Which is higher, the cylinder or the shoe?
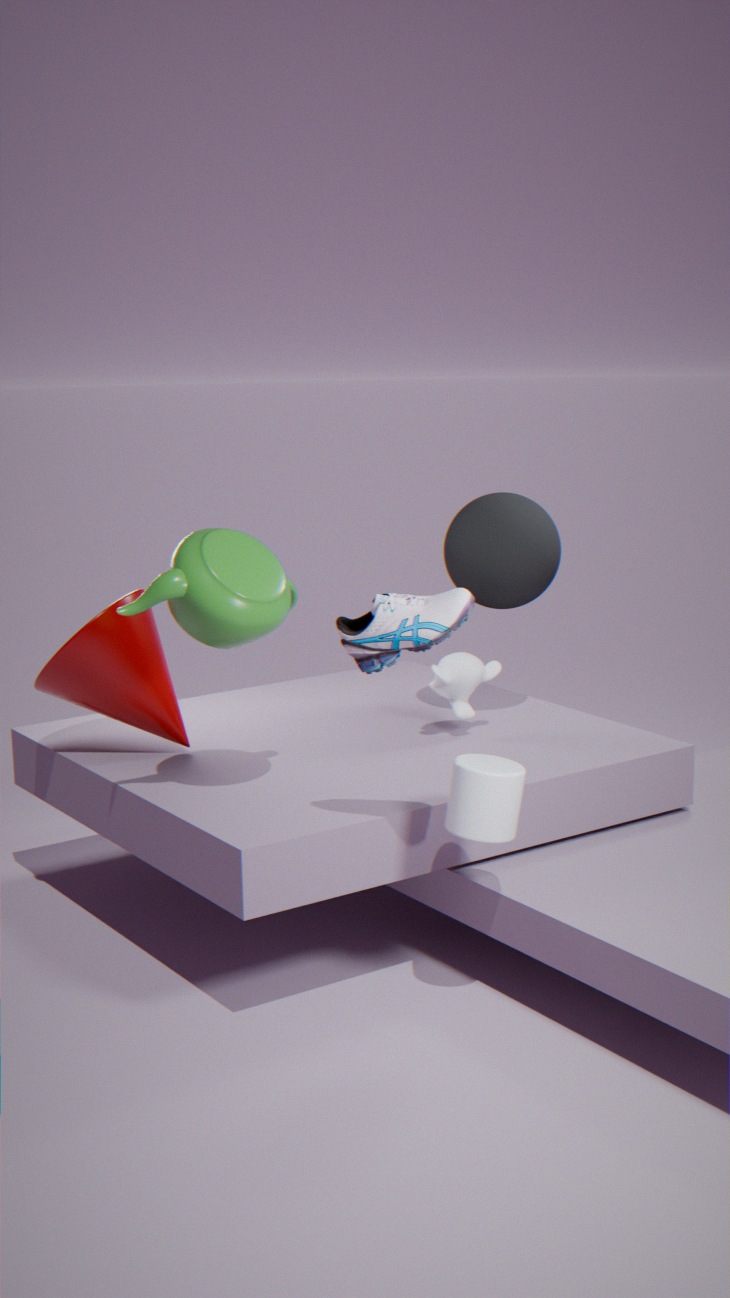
the shoe
